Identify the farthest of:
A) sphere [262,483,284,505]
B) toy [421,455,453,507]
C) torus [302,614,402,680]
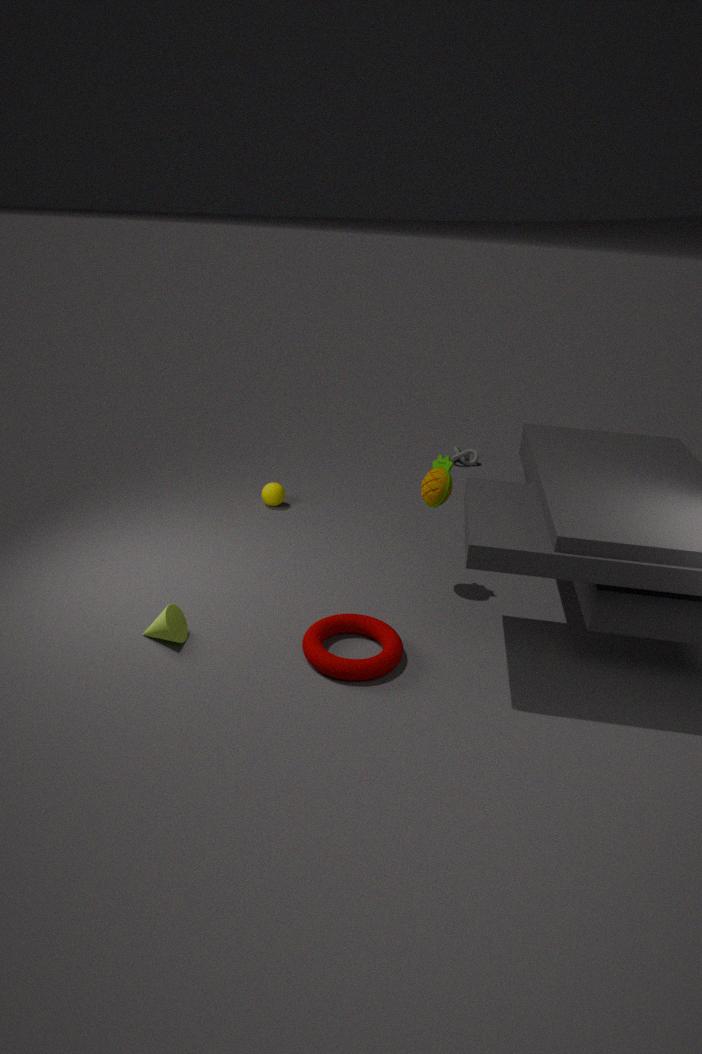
sphere [262,483,284,505]
